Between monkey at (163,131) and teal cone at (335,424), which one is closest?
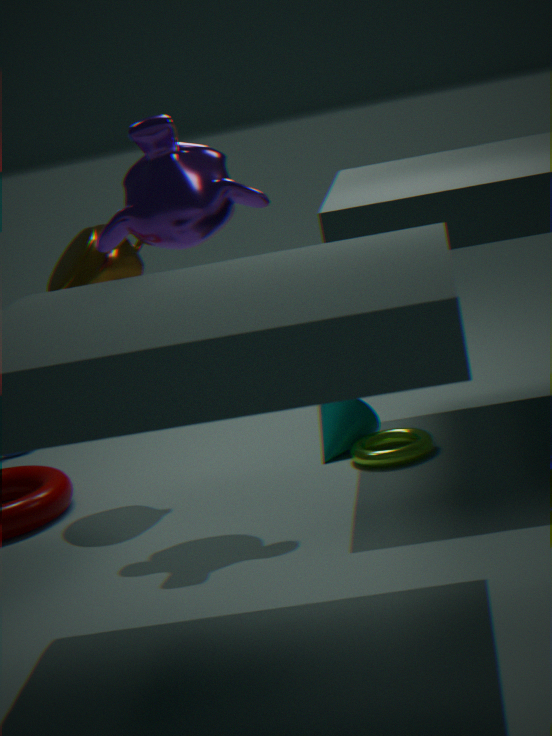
monkey at (163,131)
